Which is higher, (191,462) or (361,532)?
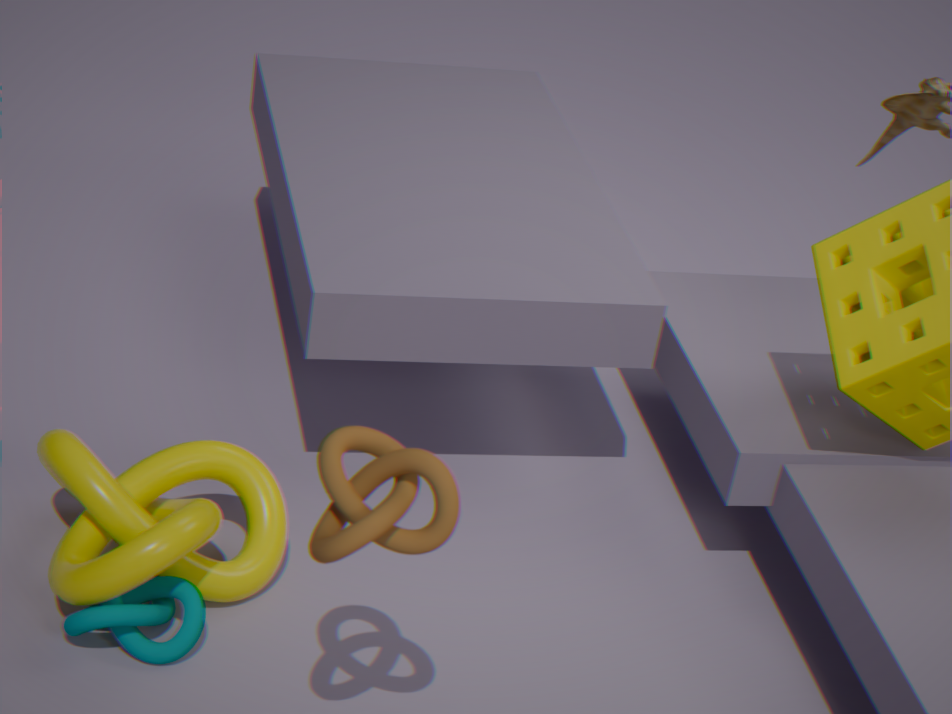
(361,532)
